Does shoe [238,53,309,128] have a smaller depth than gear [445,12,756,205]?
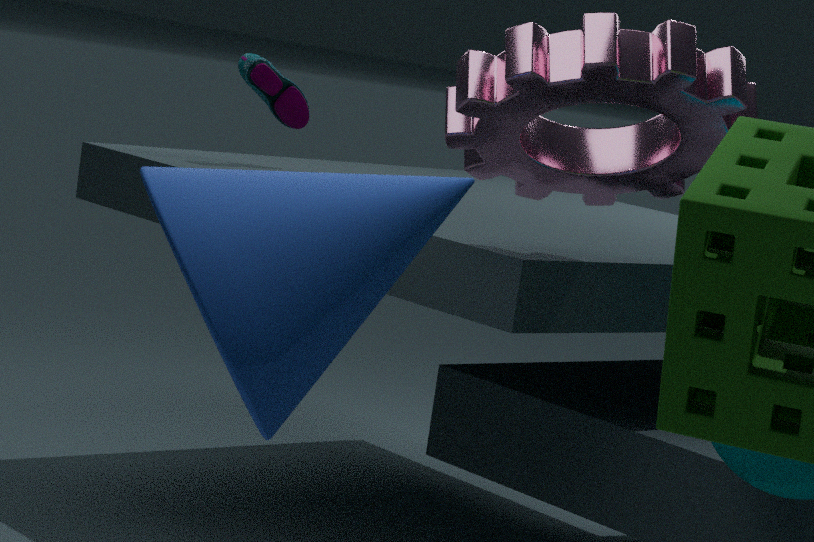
No
